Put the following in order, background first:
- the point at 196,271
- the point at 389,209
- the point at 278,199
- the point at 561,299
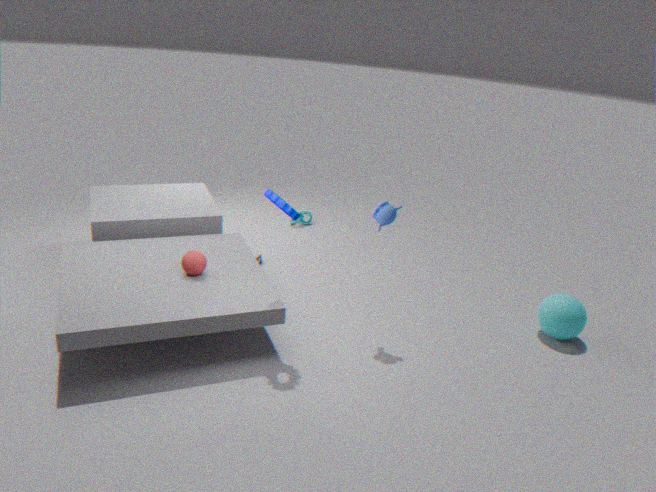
1. the point at 561,299
2. the point at 196,271
3. the point at 389,209
4. the point at 278,199
